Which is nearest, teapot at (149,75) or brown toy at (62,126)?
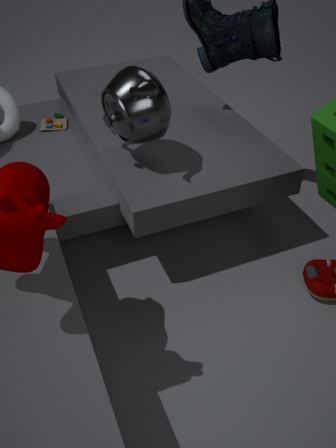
teapot at (149,75)
